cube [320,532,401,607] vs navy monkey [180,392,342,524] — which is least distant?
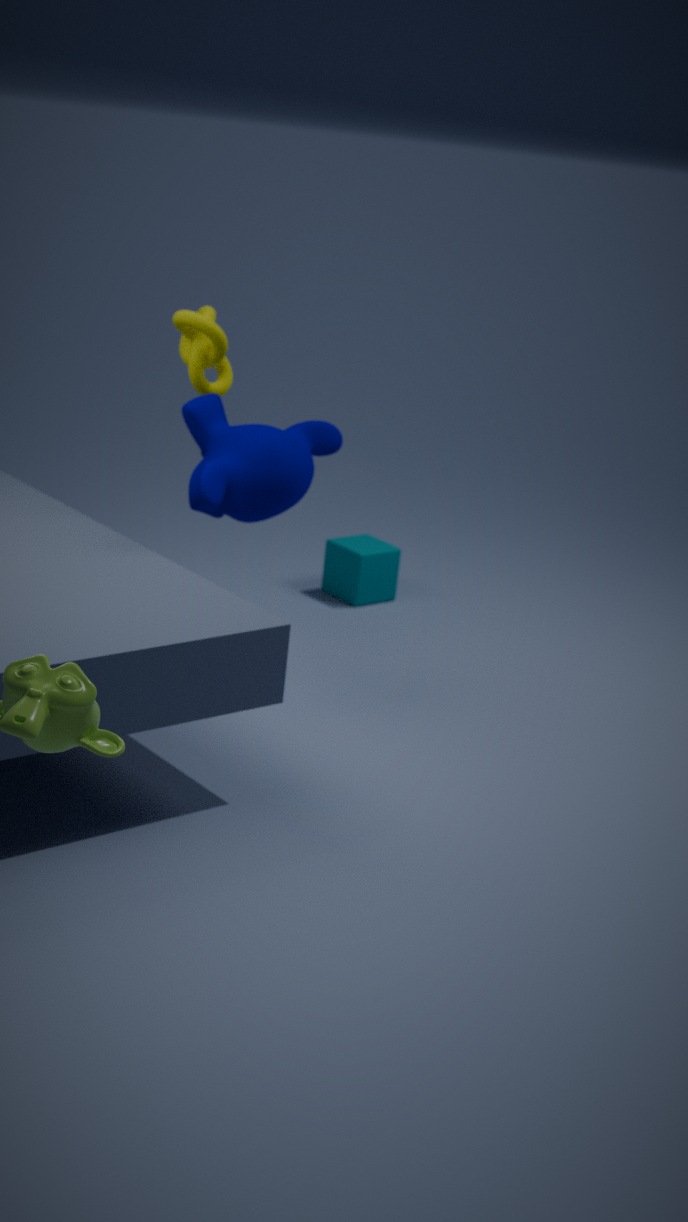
navy monkey [180,392,342,524]
